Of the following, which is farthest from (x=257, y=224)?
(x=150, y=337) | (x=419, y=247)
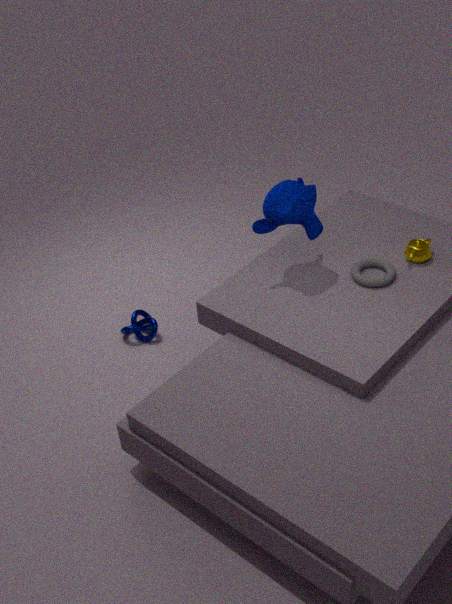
(x=150, y=337)
